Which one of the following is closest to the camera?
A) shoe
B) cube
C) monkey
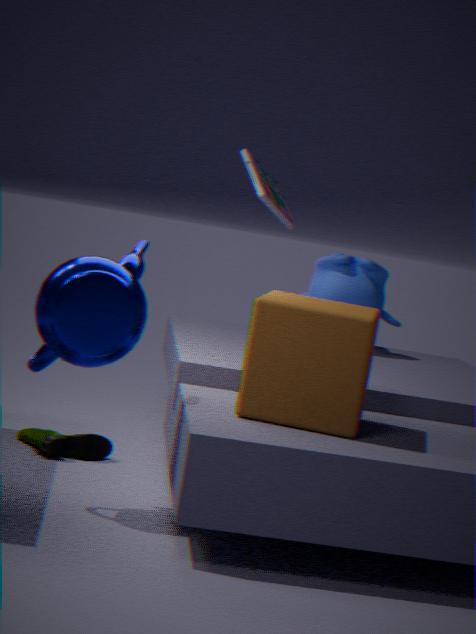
cube
